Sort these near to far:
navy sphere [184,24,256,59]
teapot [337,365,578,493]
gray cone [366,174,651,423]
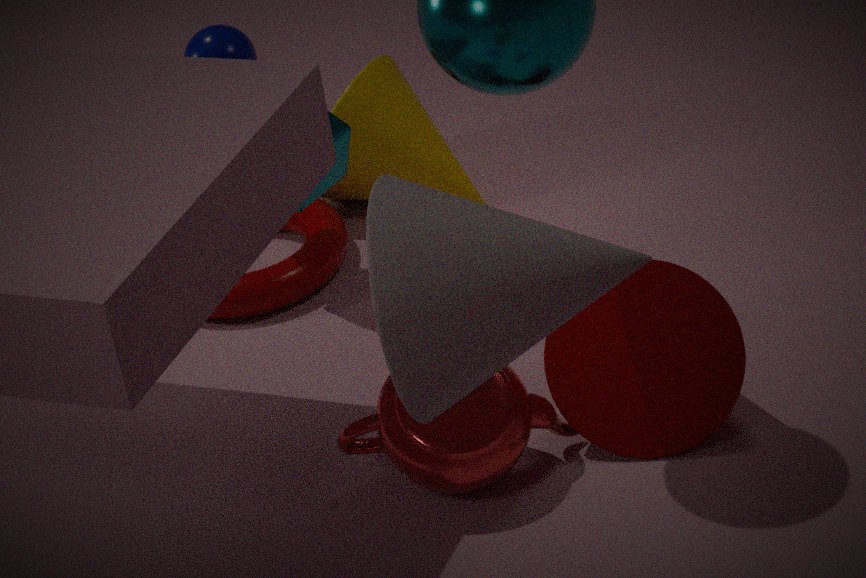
1. gray cone [366,174,651,423]
2. teapot [337,365,578,493]
3. navy sphere [184,24,256,59]
